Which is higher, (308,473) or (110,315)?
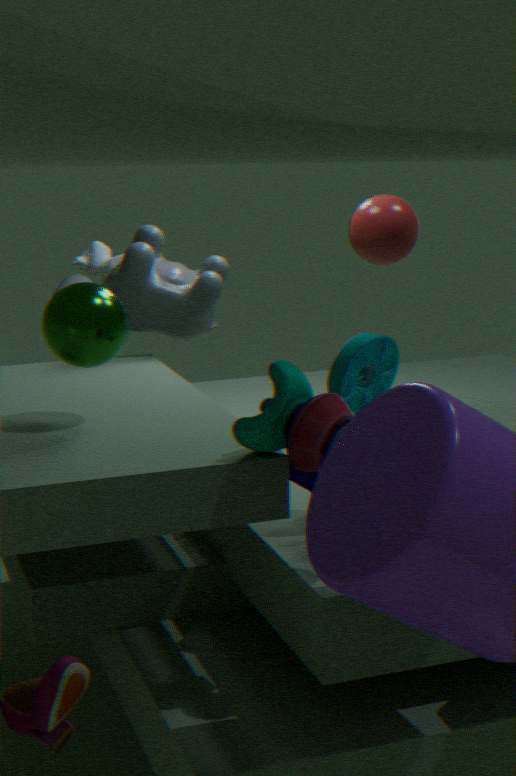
(110,315)
